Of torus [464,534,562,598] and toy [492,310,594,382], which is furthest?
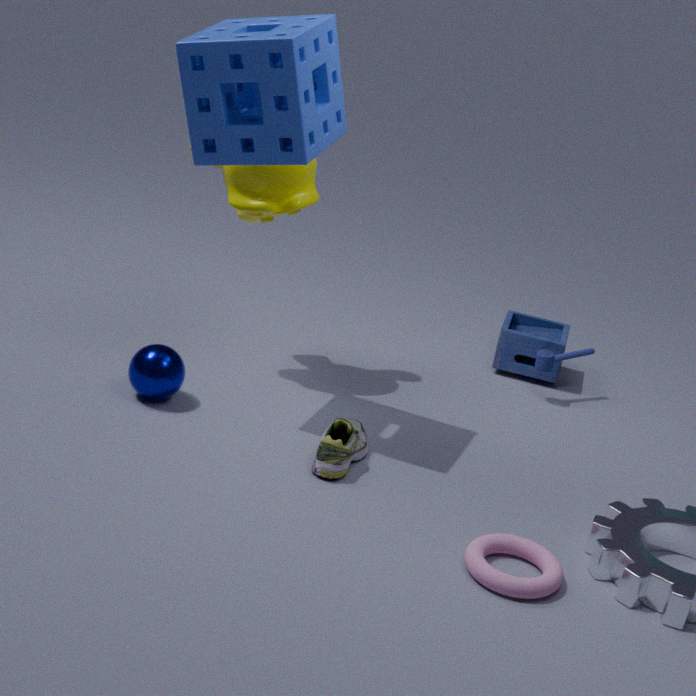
toy [492,310,594,382]
